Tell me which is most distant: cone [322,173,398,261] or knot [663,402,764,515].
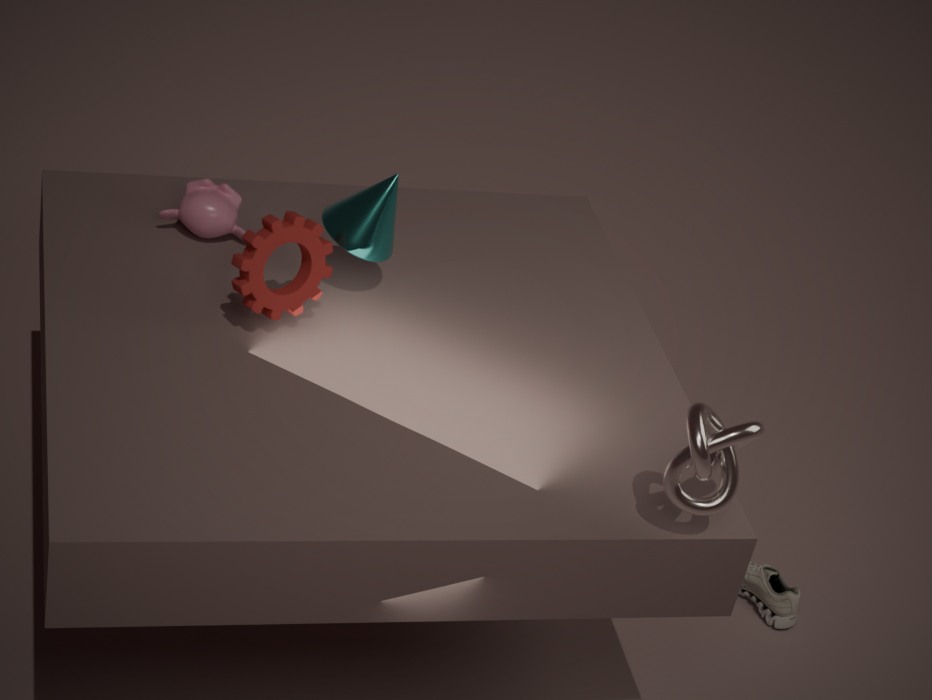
cone [322,173,398,261]
